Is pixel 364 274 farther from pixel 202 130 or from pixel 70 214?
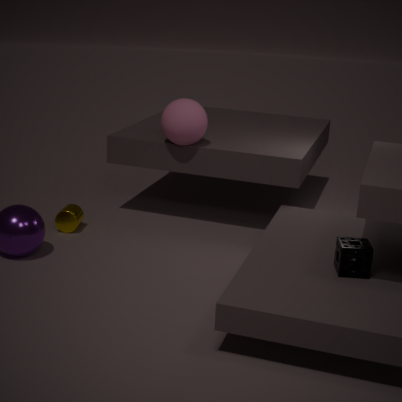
pixel 70 214
